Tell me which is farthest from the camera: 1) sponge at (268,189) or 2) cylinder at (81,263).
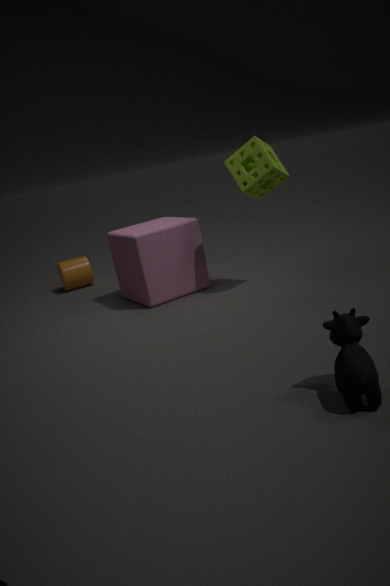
2. cylinder at (81,263)
